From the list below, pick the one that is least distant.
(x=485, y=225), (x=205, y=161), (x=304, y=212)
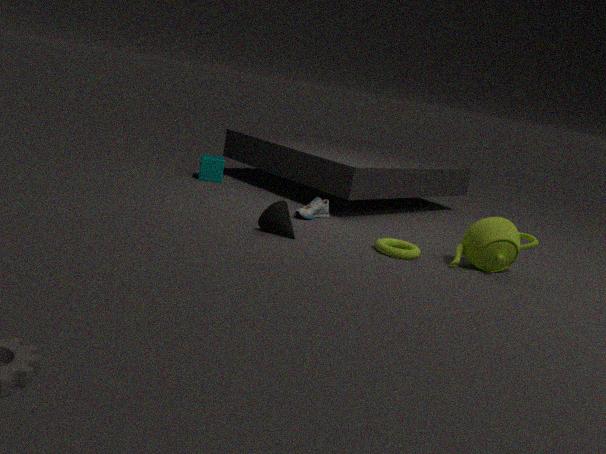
(x=485, y=225)
